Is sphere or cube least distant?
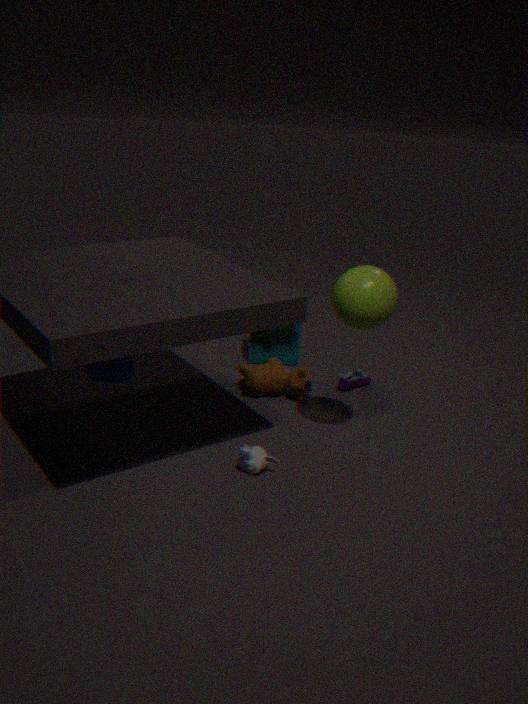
sphere
